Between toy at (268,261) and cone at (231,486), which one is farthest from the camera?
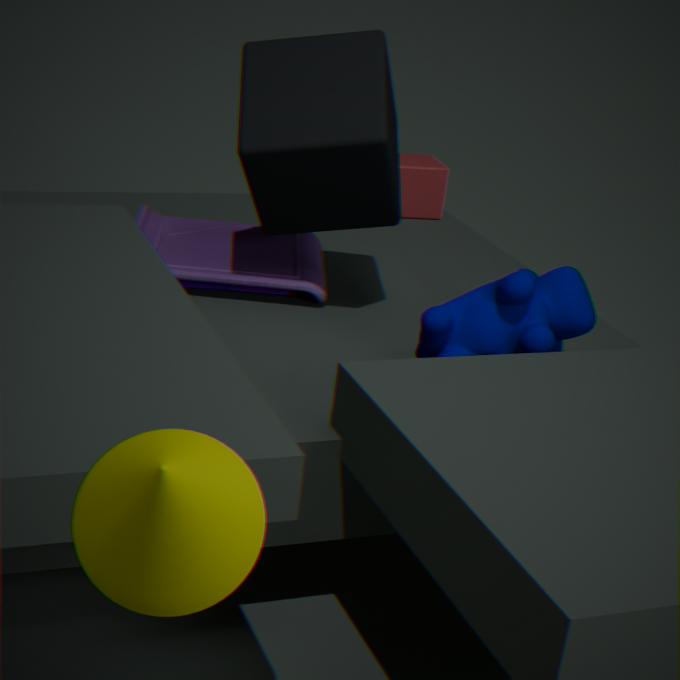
toy at (268,261)
